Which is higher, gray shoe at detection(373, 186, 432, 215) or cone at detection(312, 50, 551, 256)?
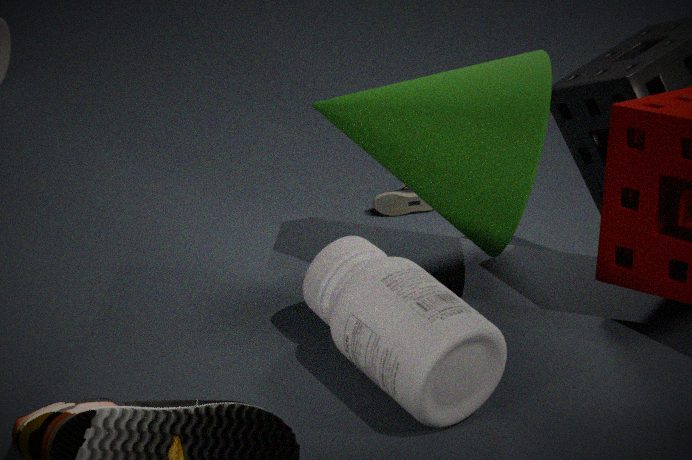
cone at detection(312, 50, 551, 256)
